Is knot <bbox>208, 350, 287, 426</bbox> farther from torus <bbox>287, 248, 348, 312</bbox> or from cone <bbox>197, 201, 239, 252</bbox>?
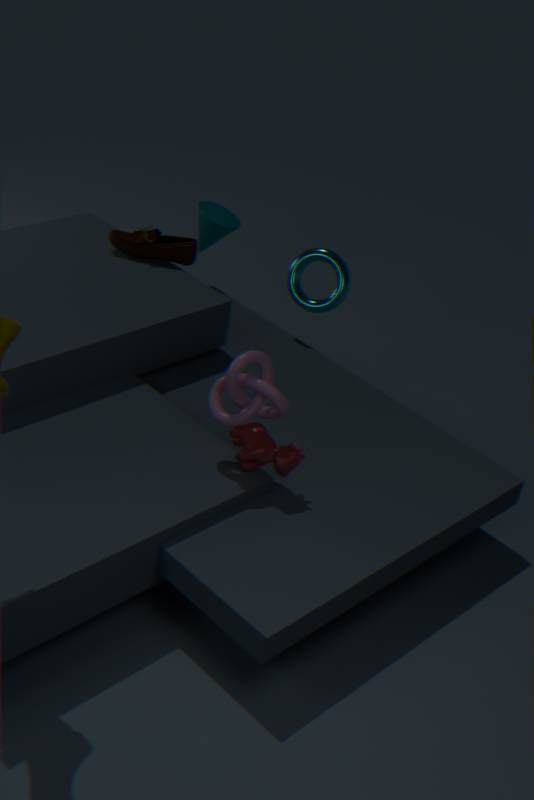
cone <bbox>197, 201, 239, 252</bbox>
